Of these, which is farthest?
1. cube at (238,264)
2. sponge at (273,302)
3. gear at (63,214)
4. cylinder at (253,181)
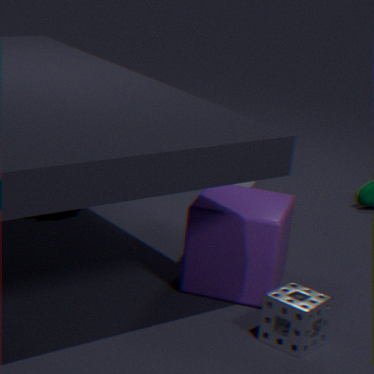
cylinder at (253,181)
